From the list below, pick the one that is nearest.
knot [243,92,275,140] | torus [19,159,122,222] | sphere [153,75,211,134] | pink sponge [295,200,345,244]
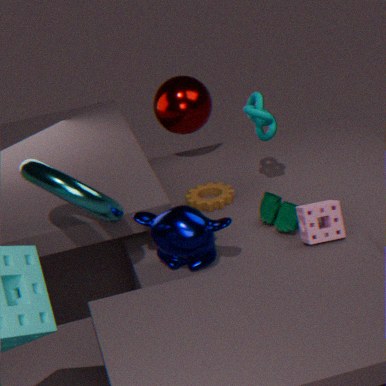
torus [19,159,122,222]
